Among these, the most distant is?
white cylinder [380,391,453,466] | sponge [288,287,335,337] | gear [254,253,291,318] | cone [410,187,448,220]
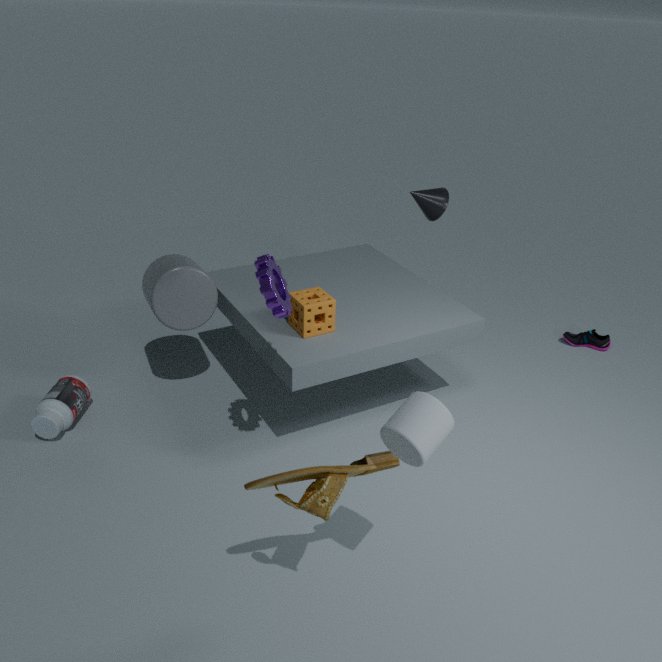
cone [410,187,448,220]
